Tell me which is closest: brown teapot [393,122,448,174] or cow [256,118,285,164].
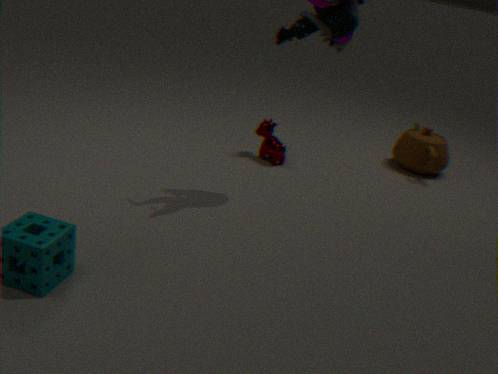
cow [256,118,285,164]
